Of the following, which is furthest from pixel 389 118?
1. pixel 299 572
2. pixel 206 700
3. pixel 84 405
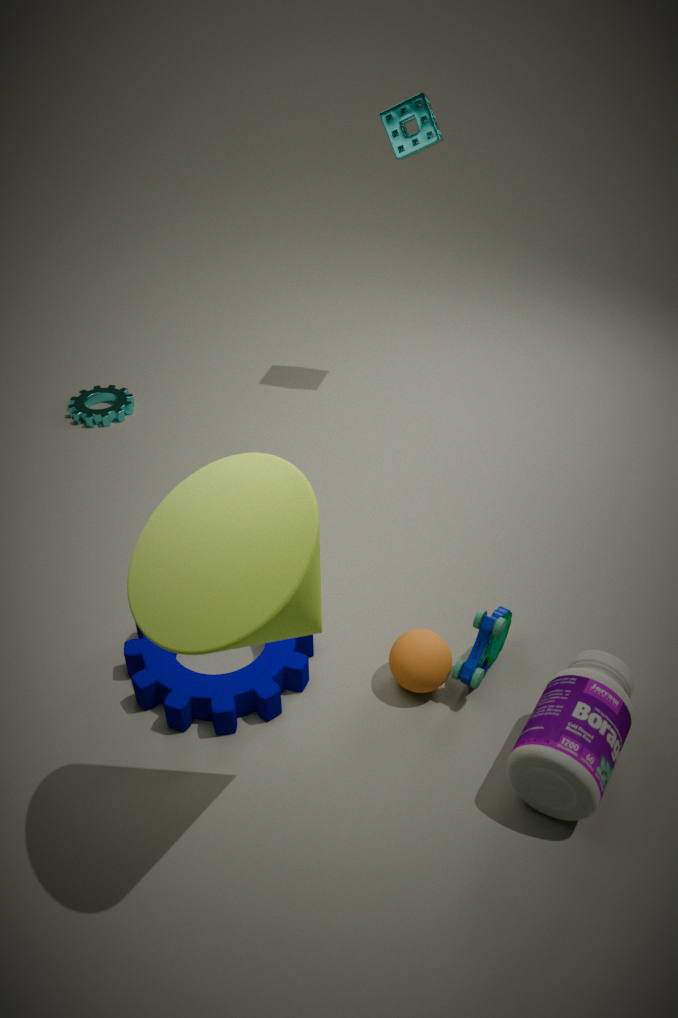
pixel 299 572
